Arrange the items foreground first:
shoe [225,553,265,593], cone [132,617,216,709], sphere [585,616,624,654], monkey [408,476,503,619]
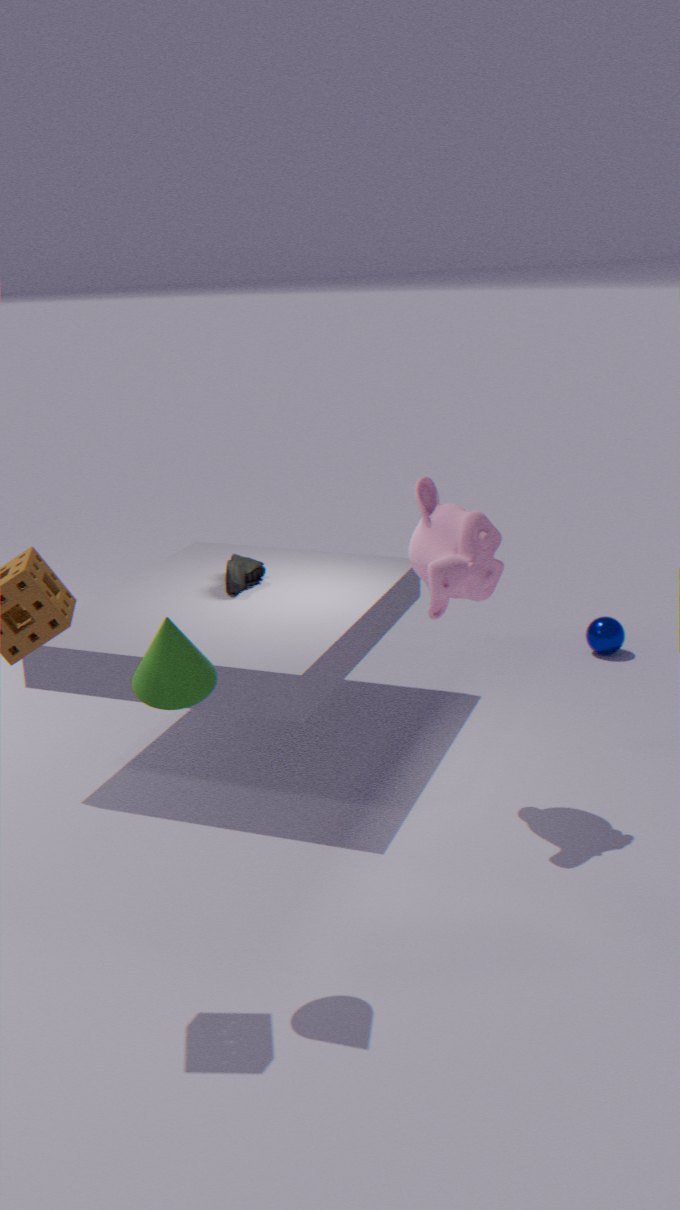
cone [132,617,216,709] < monkey [408,476,503,619] < shoe [225,553,265,593] < sphere [585,616,624,654]
